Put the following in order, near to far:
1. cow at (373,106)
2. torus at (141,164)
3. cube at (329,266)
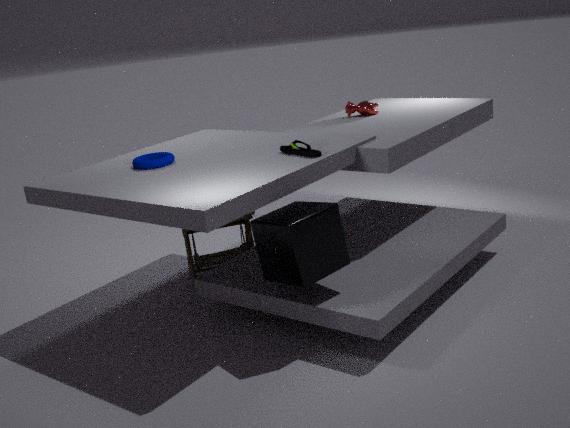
cube at (329,266)
torus at (141,164)
cow at (373,106)
